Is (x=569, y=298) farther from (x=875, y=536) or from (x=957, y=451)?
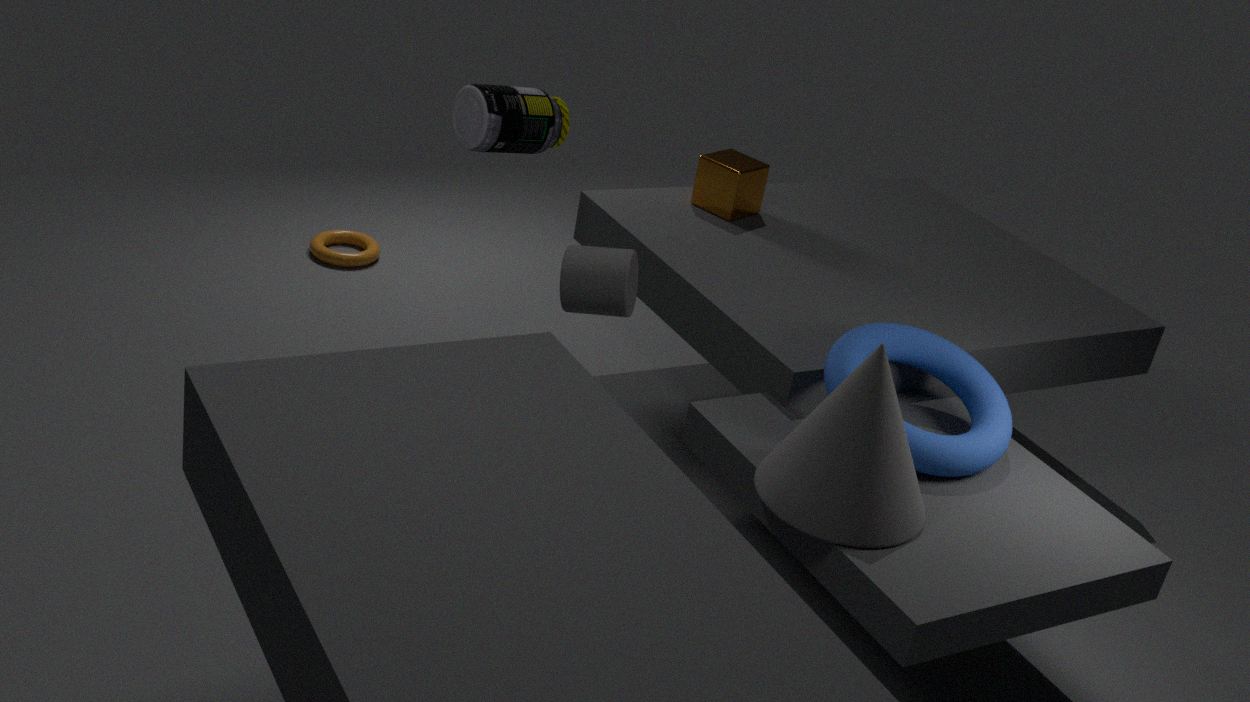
(x=957, y=451)
